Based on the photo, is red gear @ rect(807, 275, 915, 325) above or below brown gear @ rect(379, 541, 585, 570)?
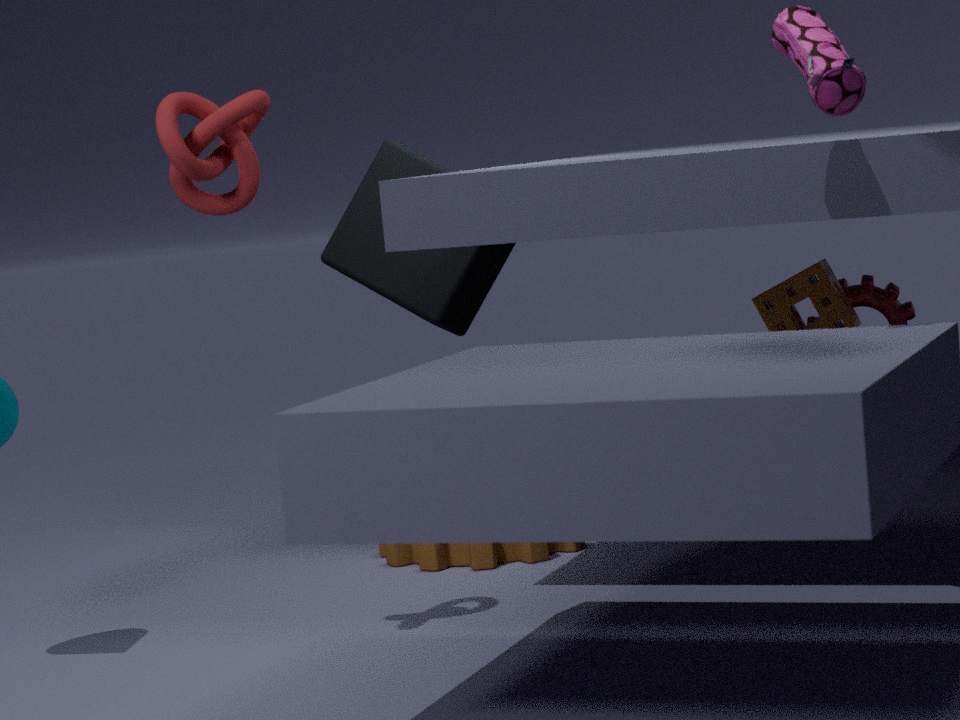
above
